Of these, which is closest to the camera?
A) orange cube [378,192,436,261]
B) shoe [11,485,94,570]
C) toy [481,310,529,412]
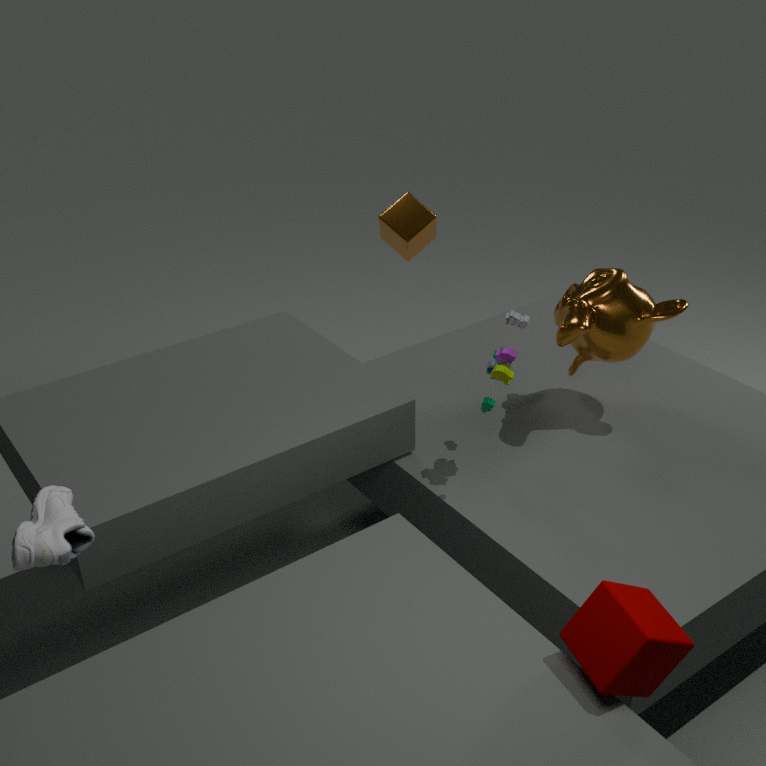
shoe [11,485,94,570]
